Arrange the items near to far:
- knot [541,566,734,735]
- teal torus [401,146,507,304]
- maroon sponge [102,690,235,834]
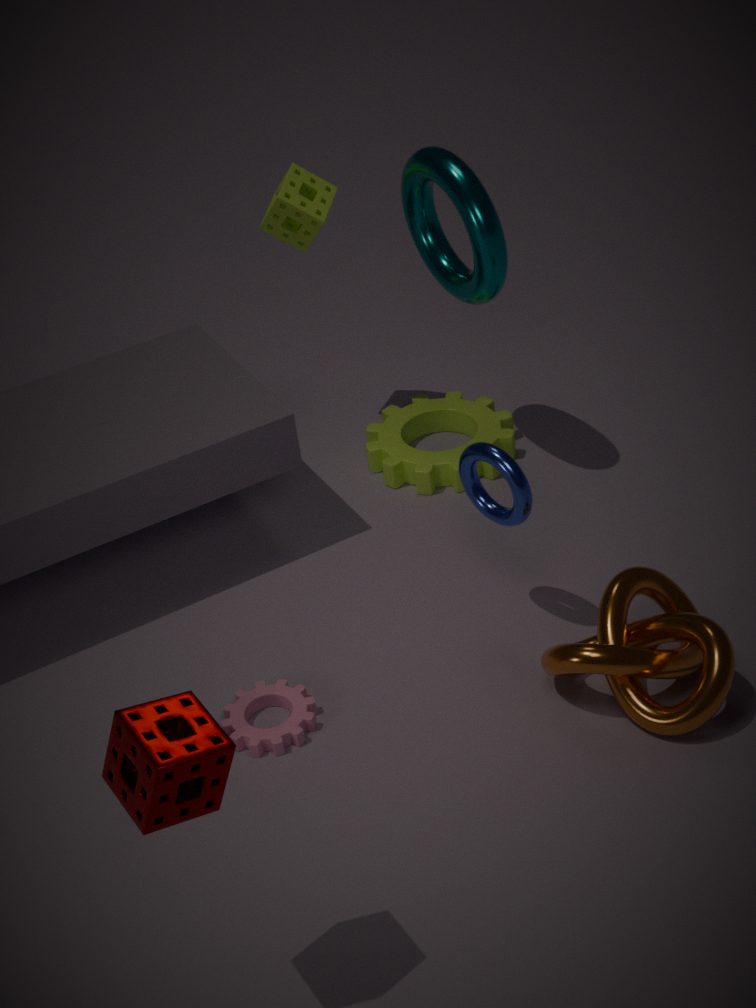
maroon sponge [102,690,235,834]
knot [541,566,734,735]
teal torus [401,146,507,304]
